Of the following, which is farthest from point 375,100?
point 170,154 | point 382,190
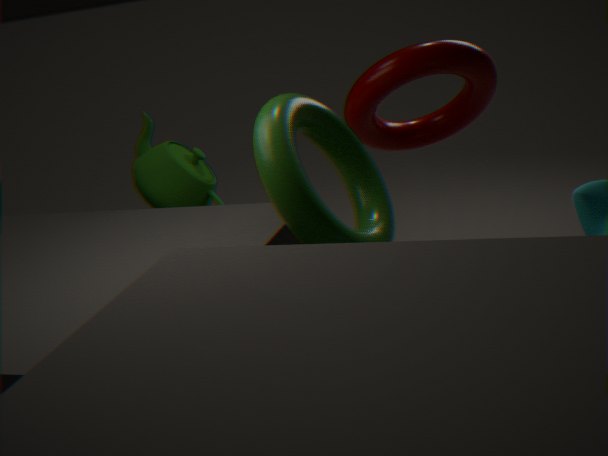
point 170,154
